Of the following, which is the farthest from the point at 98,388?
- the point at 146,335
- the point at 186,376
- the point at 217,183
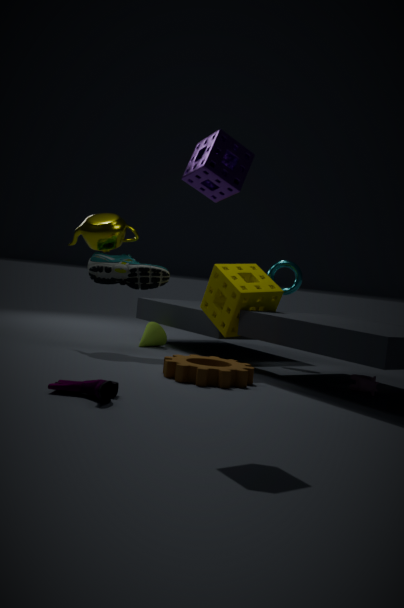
the point at 146,335
